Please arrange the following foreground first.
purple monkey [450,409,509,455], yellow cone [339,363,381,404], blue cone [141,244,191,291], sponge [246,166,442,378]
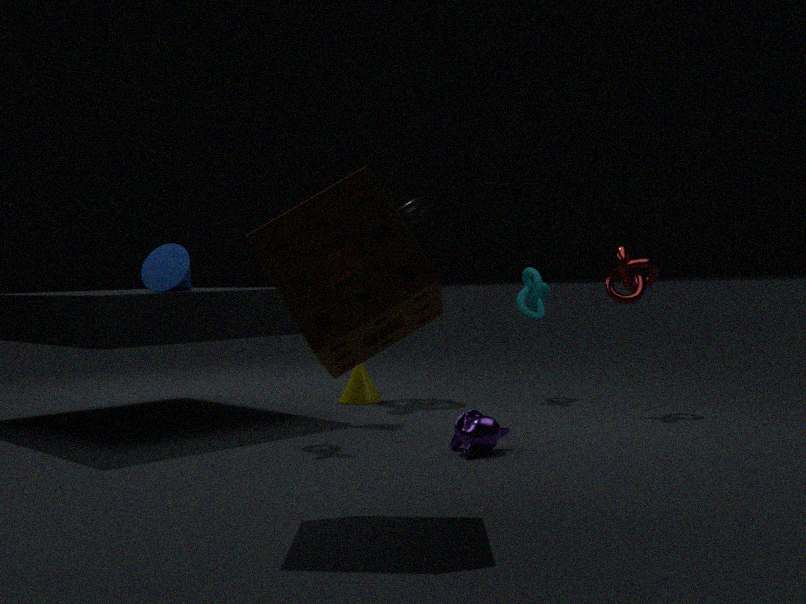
sponge [246,166,442,378]
purple monkey [450,409,509,455]
blue cone [141,244,191,291]
yellow cone [339,363,381,404]
